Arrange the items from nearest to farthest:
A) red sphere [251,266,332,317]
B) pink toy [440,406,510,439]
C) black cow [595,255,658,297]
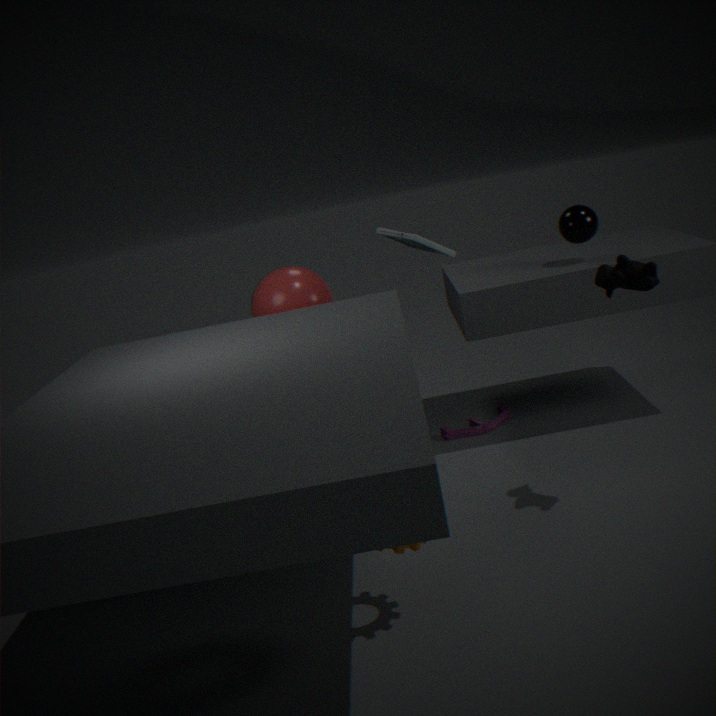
black cow [595,255,658,297] < red sphere [251,266,332,317] < pink toy [440,406,510,439]
